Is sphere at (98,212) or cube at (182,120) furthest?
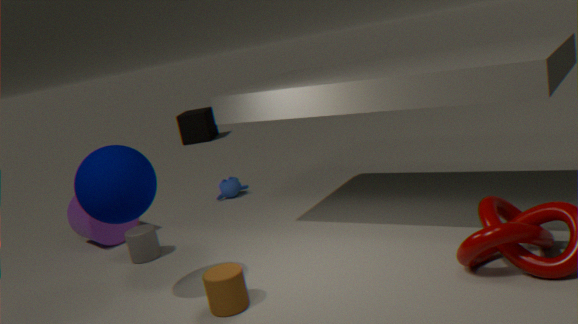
cube at (182,120)
